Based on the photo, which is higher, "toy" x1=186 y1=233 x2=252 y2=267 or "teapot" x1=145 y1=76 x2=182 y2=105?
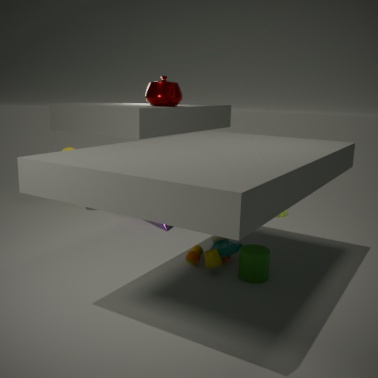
"teapot" x1=145 y1=76 x2=182 y2=105
